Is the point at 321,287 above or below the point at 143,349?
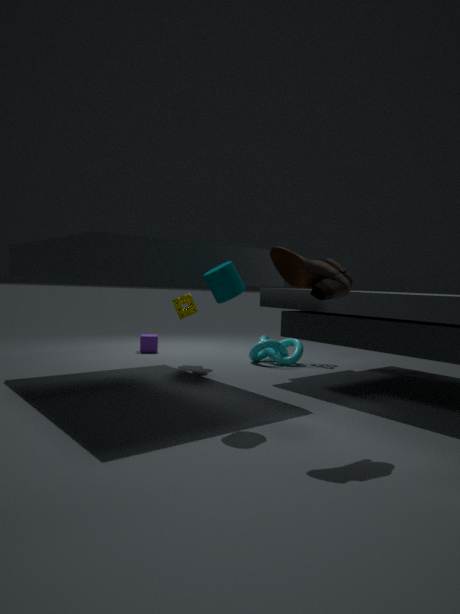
above
